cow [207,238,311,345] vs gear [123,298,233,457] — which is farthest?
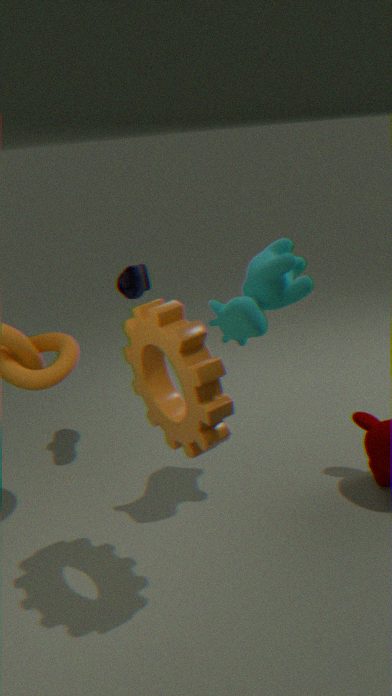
cow [207,238,311,345]
